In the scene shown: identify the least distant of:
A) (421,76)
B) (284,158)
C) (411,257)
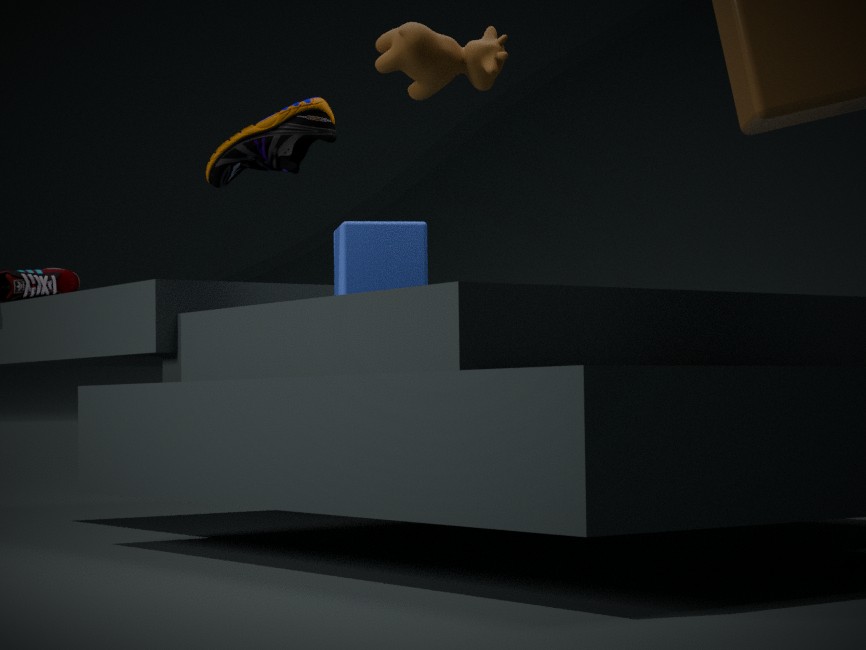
(421,76)
